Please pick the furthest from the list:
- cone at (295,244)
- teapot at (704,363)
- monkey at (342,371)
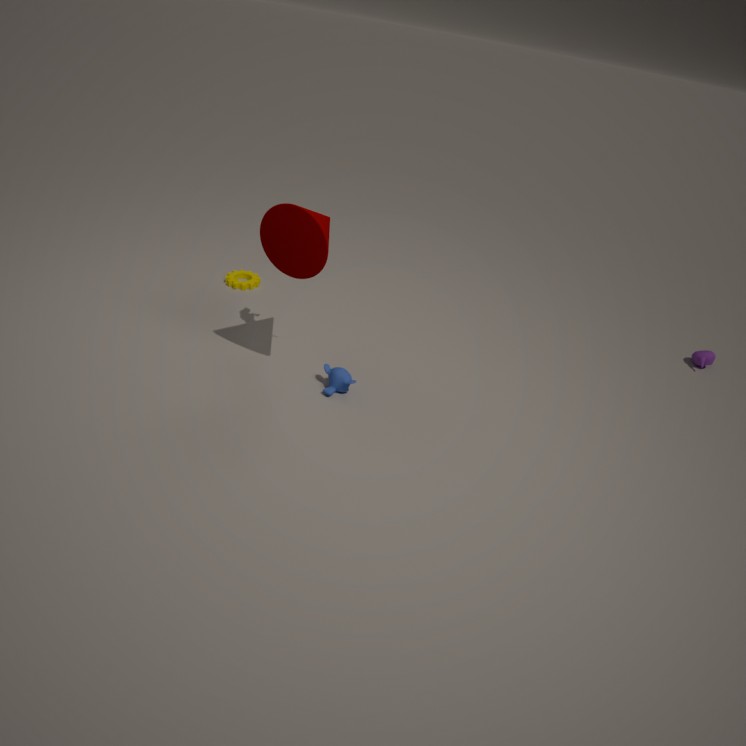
teapot at (704,363)
